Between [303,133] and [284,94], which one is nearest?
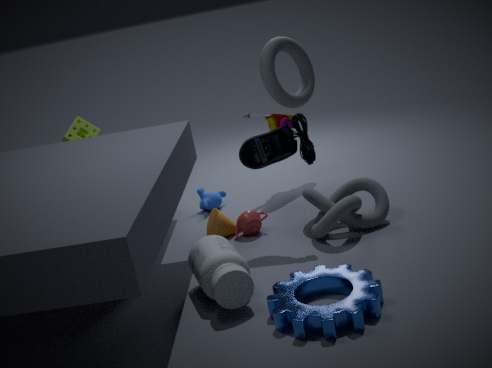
[303,133]
